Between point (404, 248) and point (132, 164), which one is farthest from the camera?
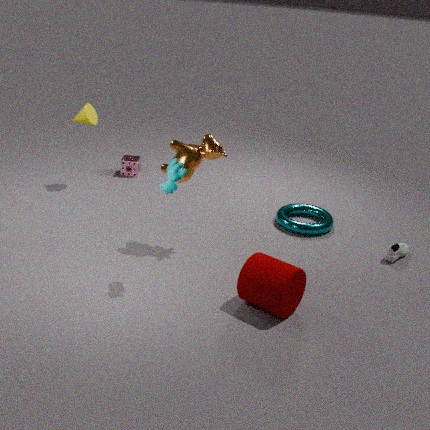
point (132, 164)
